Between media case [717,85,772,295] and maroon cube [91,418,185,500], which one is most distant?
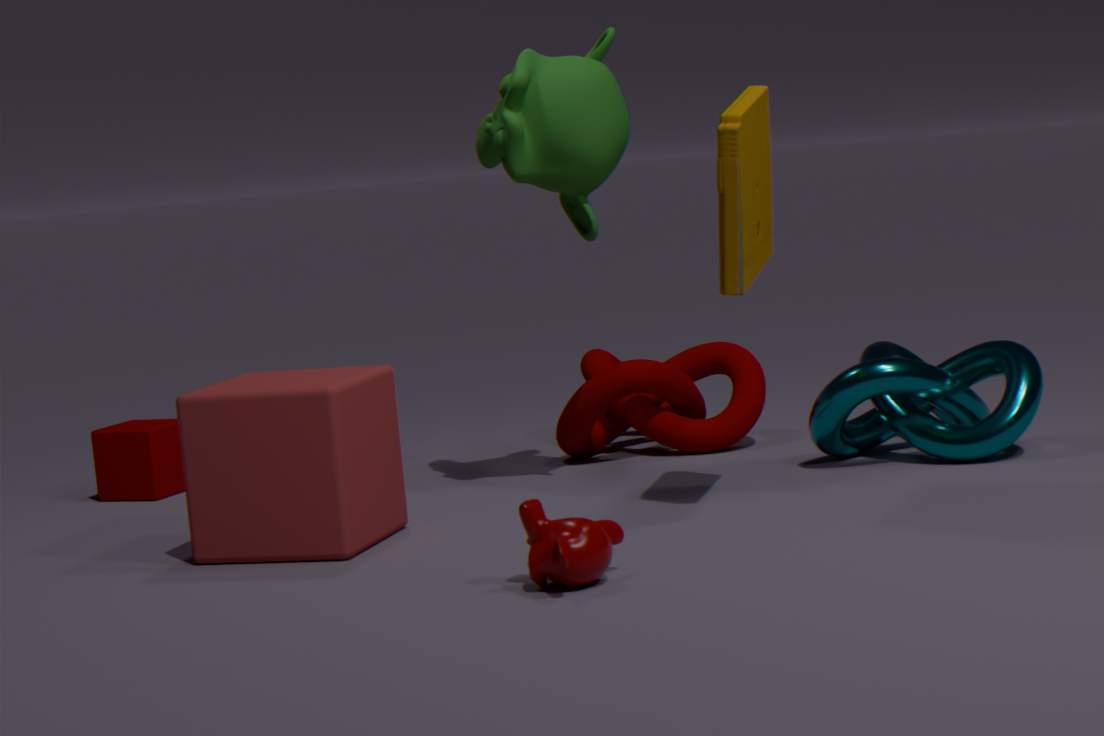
maroon cube [91,418,185,500]
